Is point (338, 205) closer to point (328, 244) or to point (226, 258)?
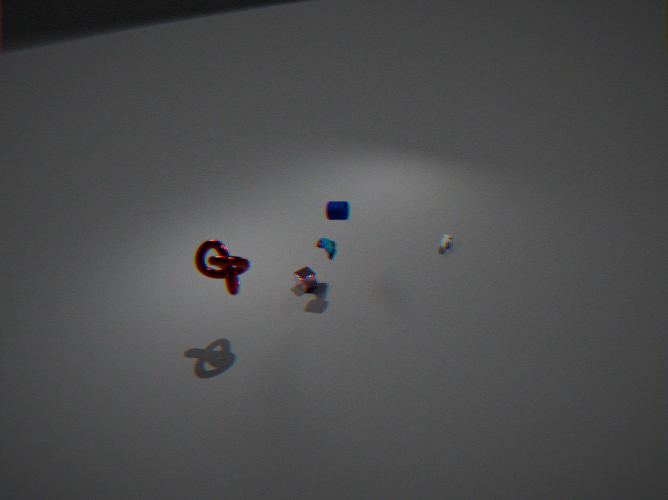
point (328, 244)
